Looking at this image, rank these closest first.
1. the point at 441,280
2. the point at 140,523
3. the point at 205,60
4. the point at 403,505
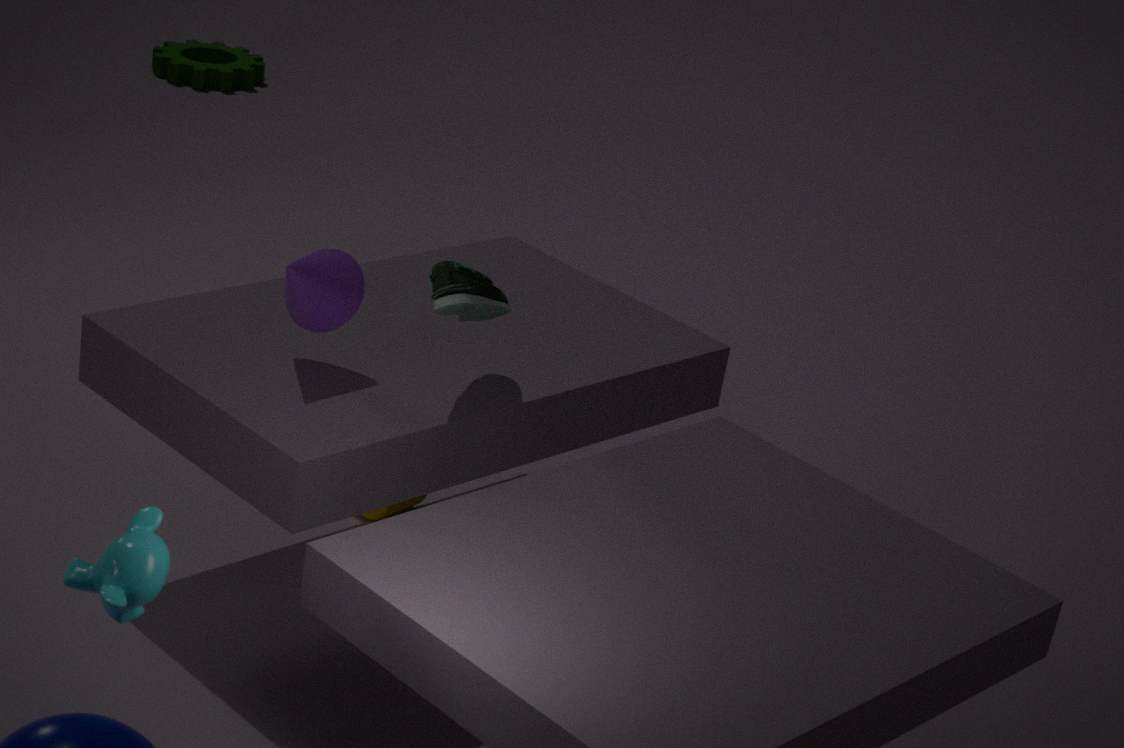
the point at 140,523 < the point at 441,280 < the point at 403,505 < the point at 205,60
